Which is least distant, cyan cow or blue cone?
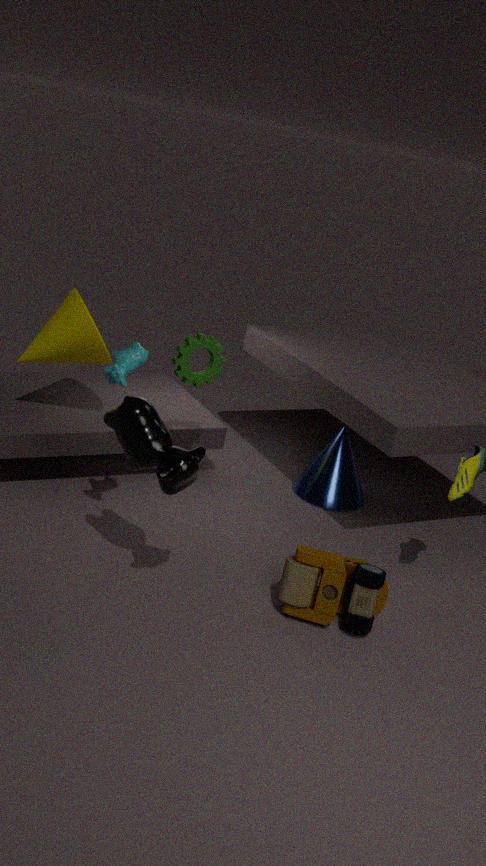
cyan cow
